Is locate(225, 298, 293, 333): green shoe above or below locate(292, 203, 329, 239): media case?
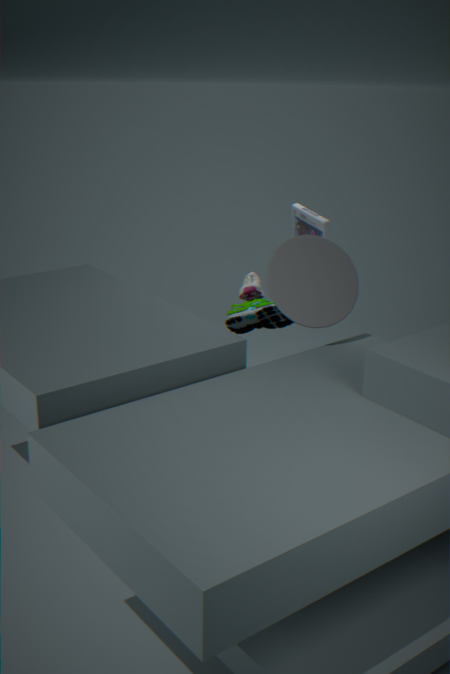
below
